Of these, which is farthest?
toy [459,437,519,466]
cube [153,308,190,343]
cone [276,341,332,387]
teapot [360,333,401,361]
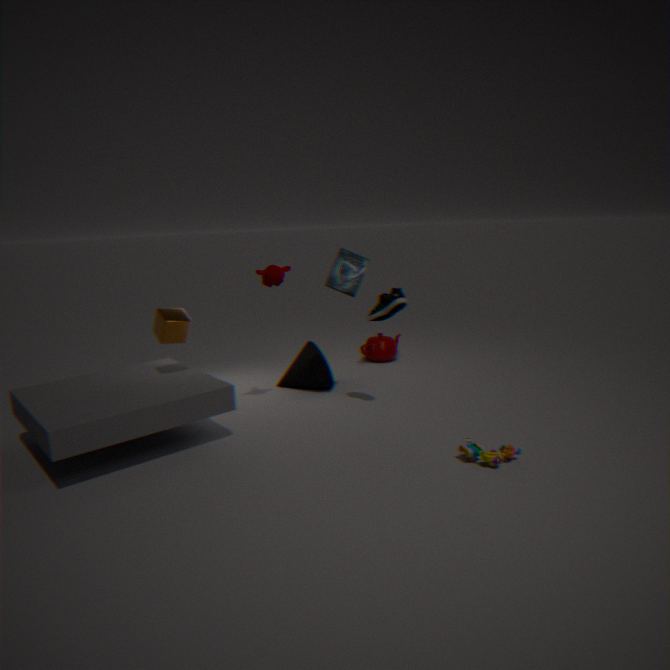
teapot [360,333,401,361]
